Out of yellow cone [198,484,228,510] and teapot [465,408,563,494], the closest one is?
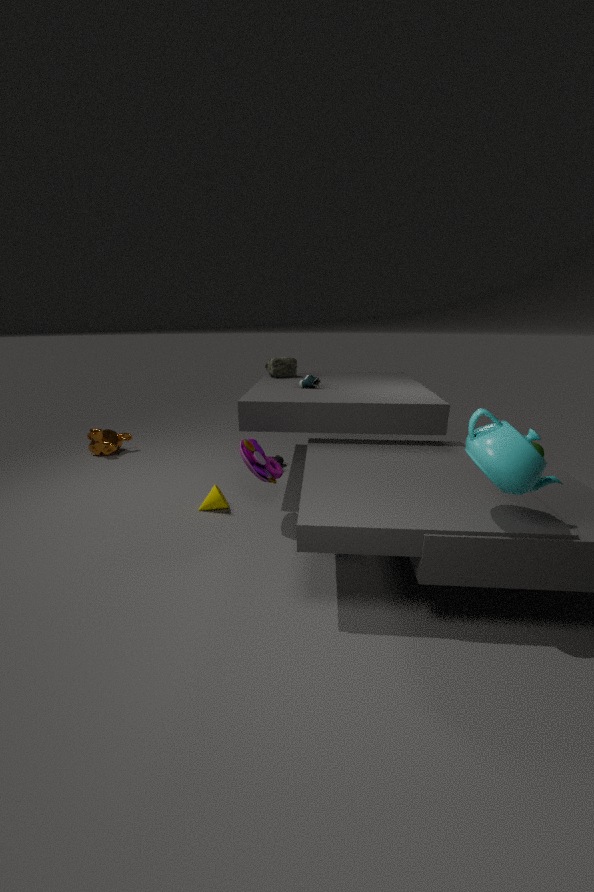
teapot [465,408,563,494]
